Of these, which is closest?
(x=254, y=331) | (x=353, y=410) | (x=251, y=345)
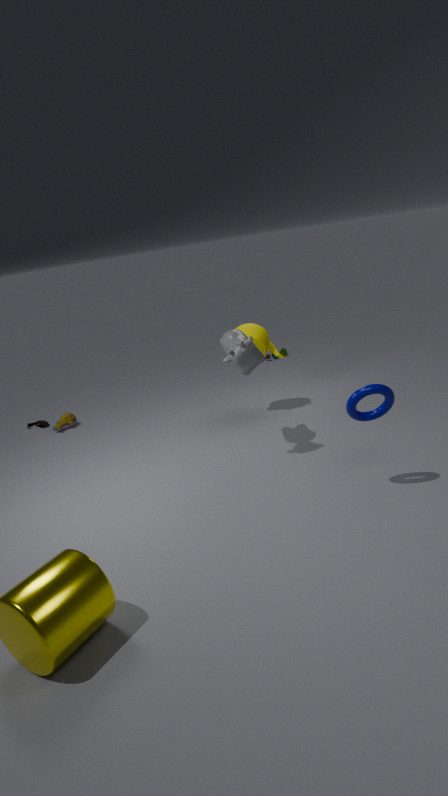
(x=353, y=410)
